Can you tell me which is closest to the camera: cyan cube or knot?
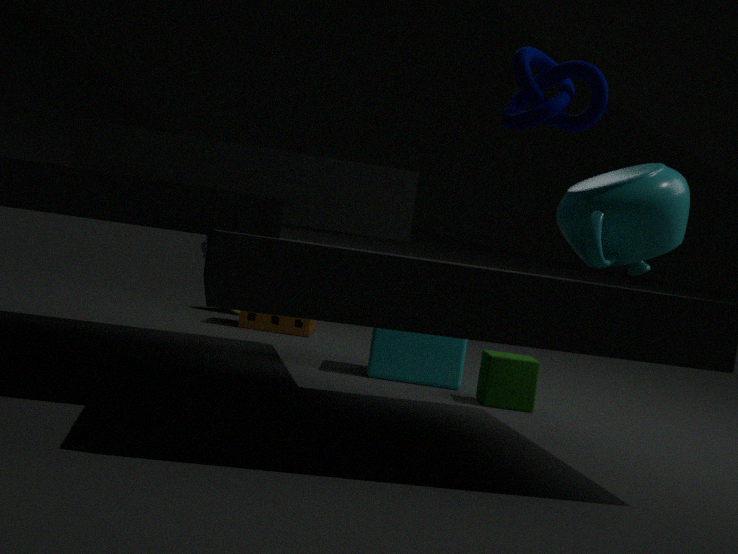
knot
